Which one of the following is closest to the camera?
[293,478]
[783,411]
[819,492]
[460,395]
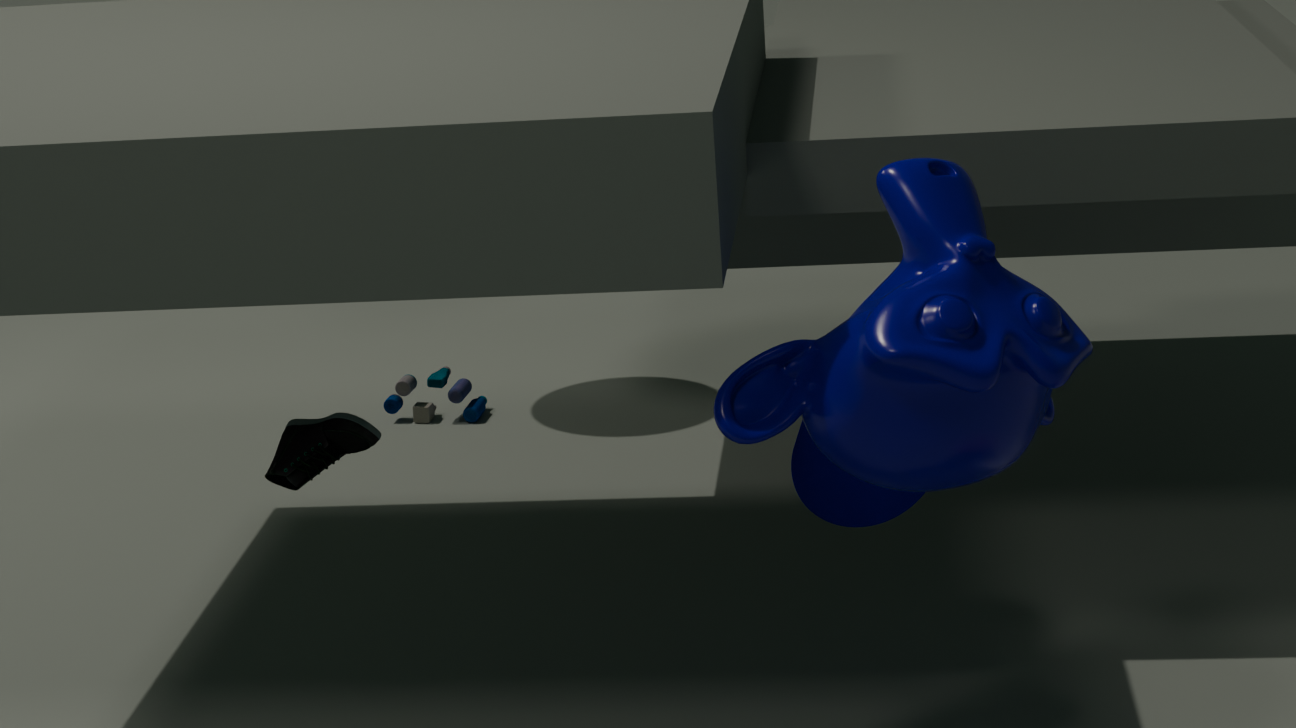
[783,411]
